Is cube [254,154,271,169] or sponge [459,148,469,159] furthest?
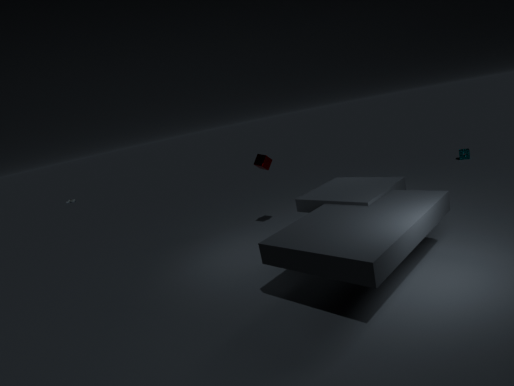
sponge [459,148,469,159]
